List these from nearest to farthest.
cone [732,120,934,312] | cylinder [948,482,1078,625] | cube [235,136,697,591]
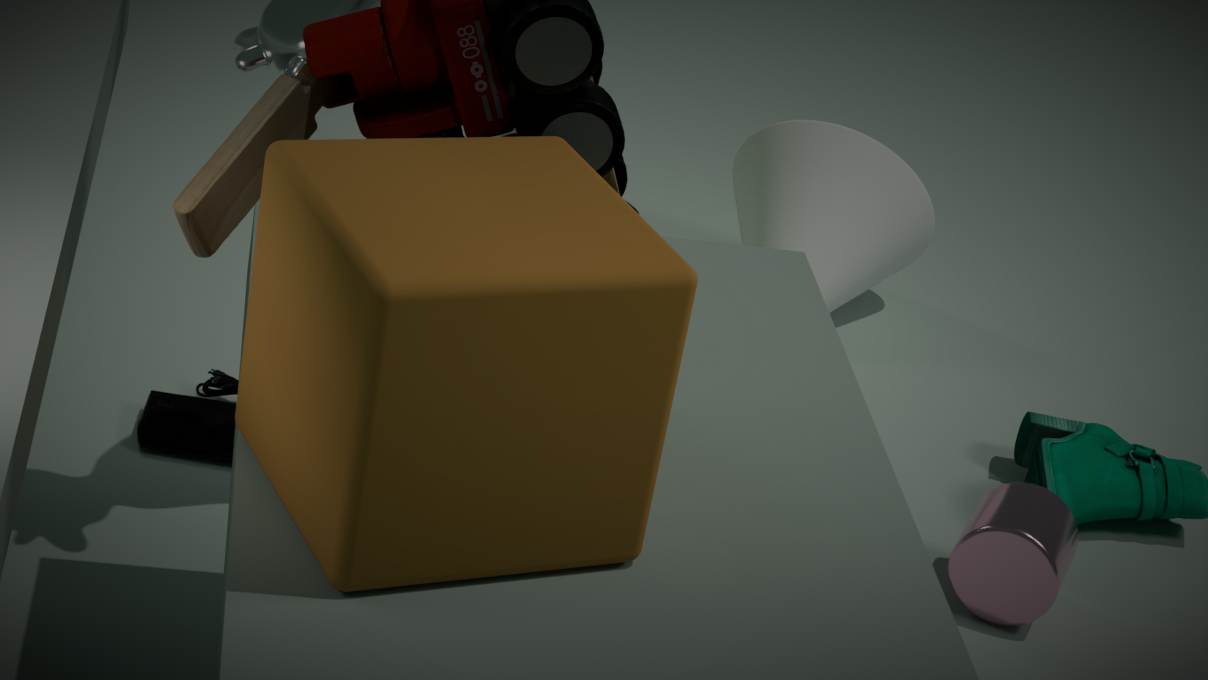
cube [235,136,697,591]
cylinder [948,482,1078,625]
cone [732,120,934,312]
